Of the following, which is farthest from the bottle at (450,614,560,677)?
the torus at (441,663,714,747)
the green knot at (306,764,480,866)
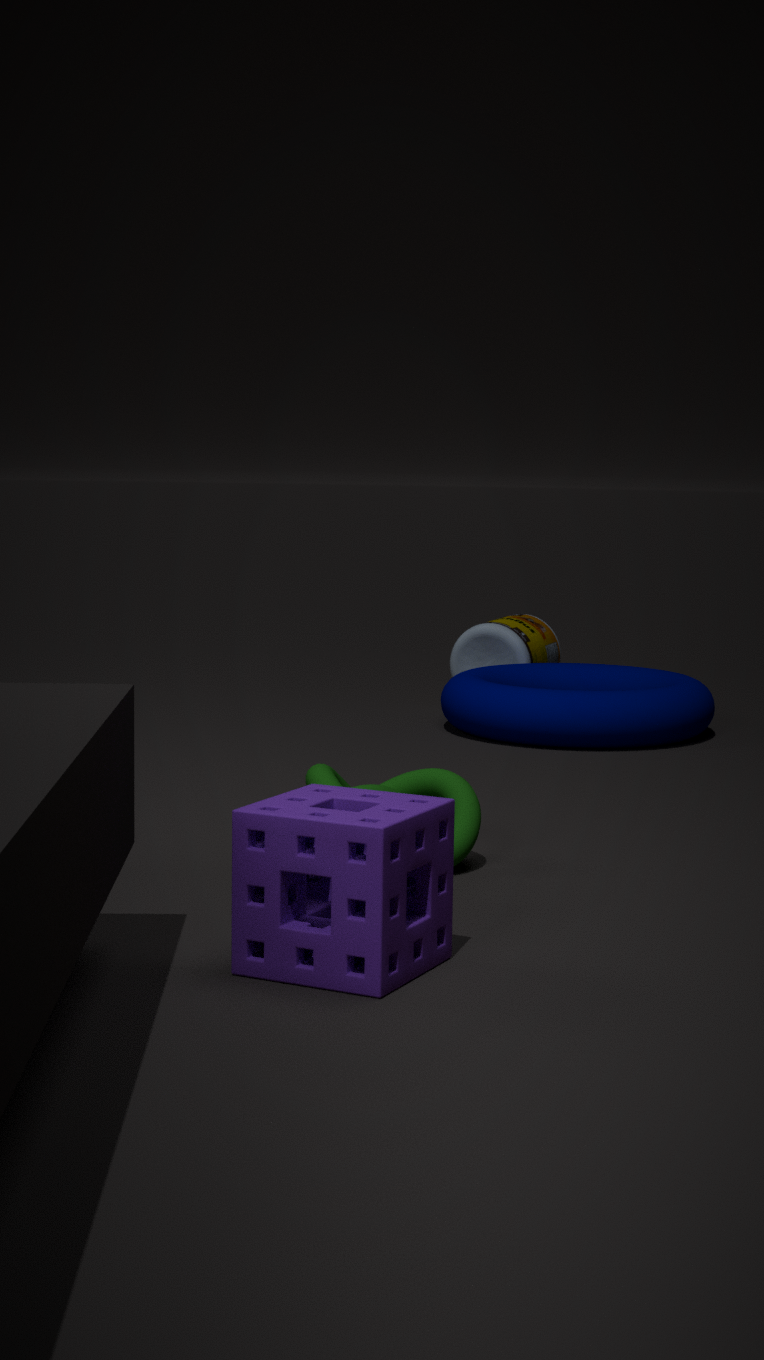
the green knot at (306,764,480,866)
